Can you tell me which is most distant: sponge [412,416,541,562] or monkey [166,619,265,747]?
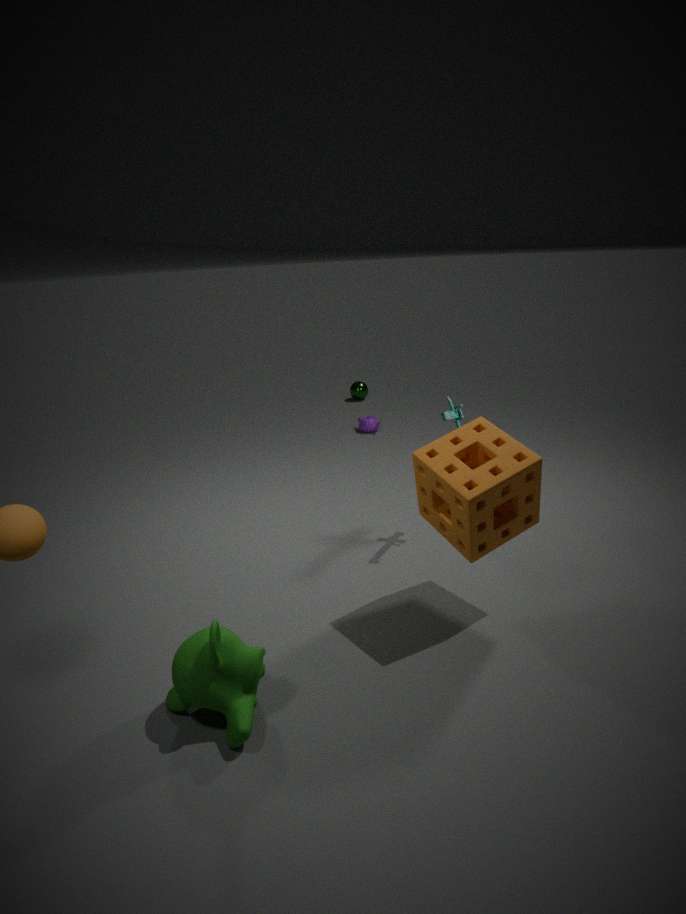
sponge [412,416,541,562]
